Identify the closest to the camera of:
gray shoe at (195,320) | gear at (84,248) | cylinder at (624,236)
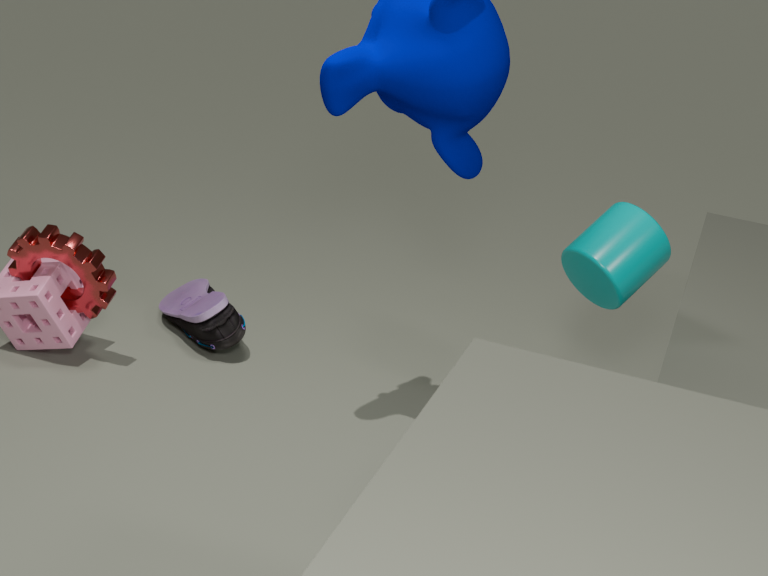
cylinder at (624,236)
